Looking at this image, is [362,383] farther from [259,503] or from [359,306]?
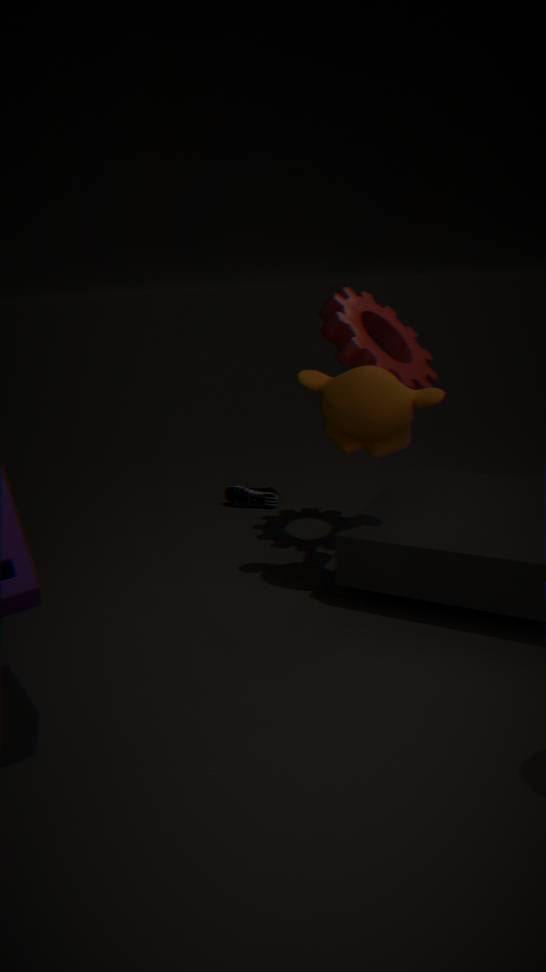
[259,503]
